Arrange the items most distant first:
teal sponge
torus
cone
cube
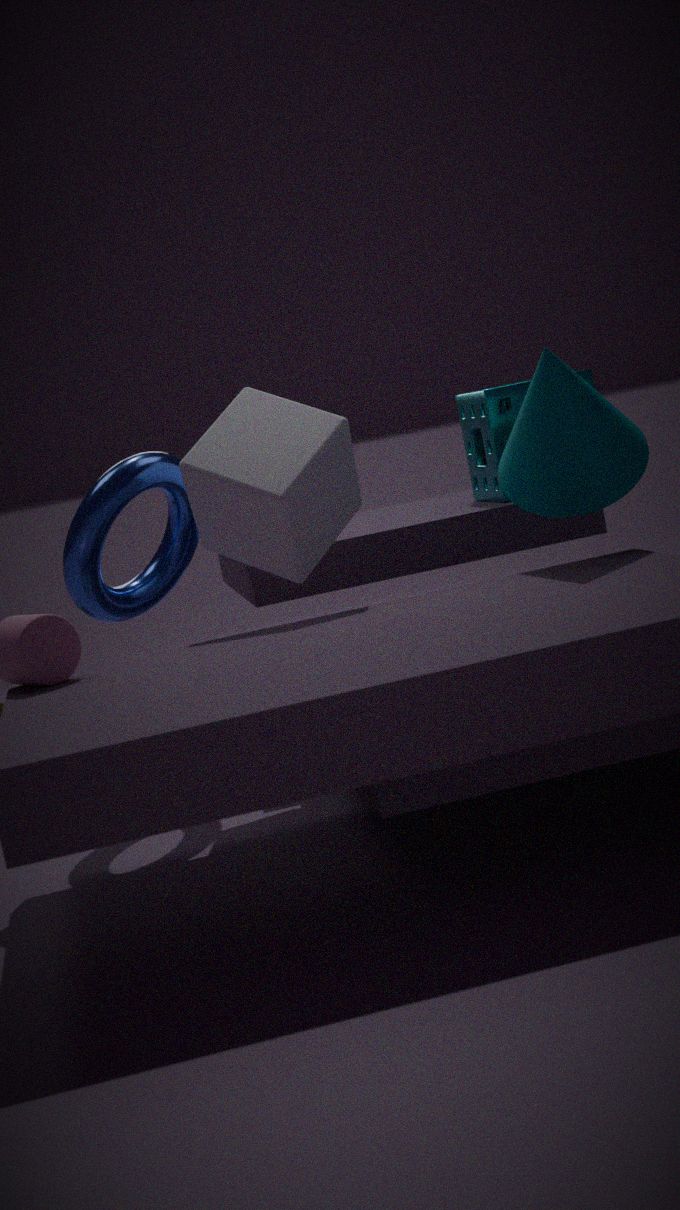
1. teal sponge
2. torus
3. cube
4. cone
